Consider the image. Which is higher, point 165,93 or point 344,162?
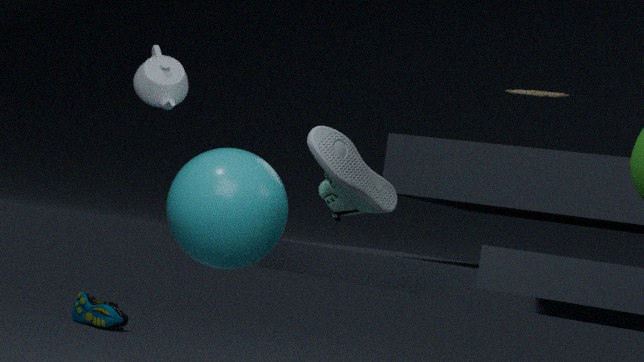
point 165,93
